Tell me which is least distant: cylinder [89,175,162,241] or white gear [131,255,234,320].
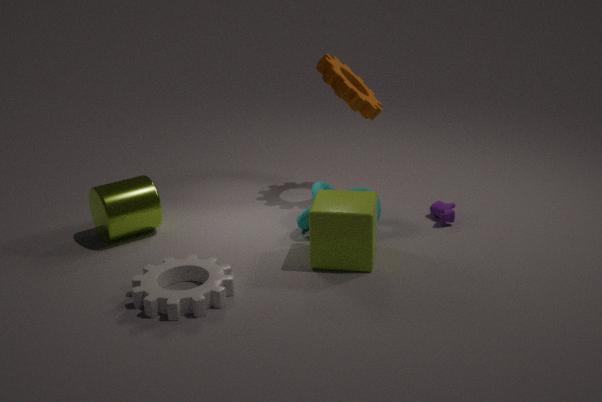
white gear [131,255,234,320]
